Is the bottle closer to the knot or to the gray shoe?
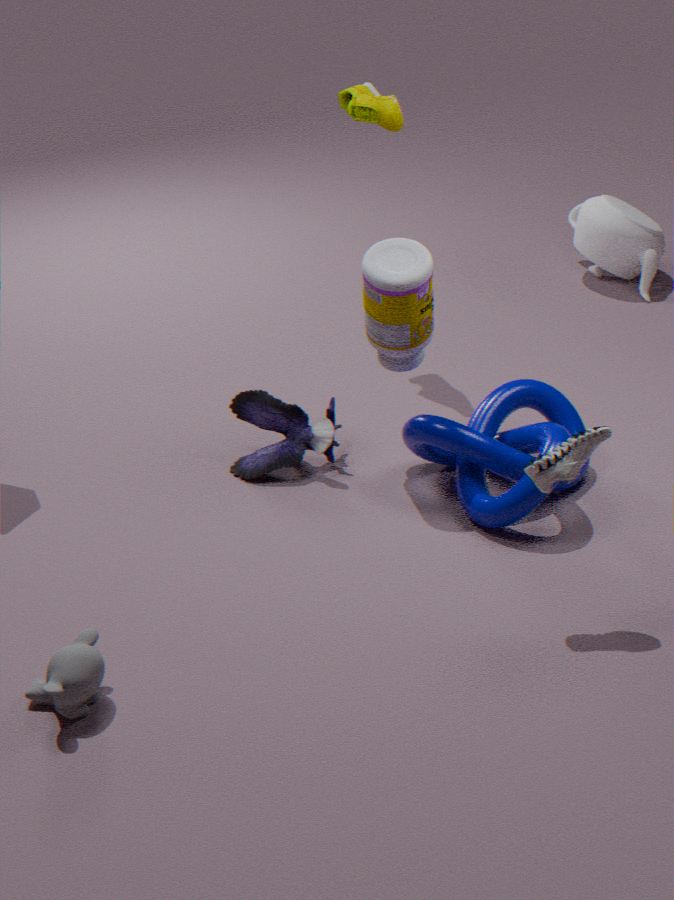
the knot
